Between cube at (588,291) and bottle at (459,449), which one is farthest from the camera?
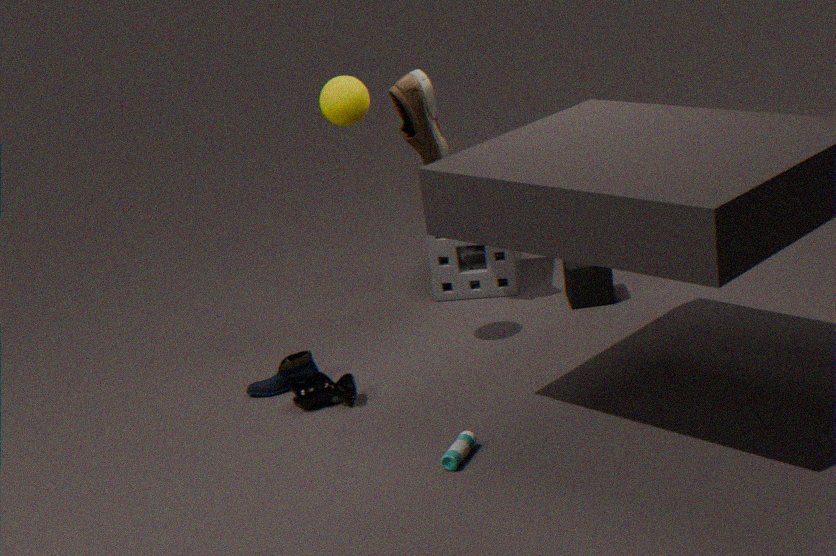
cube at (588,291)
